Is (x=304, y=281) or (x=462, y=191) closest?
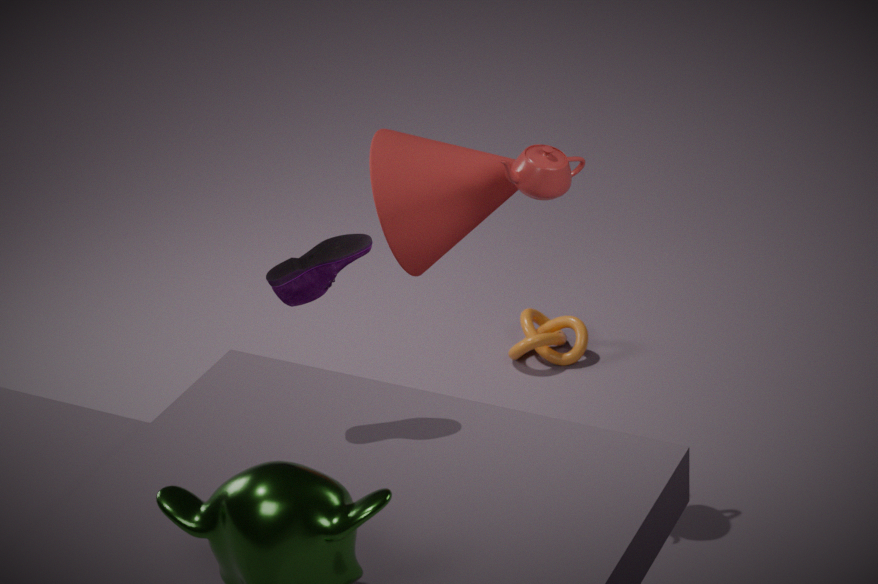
(x=304, y=281)
